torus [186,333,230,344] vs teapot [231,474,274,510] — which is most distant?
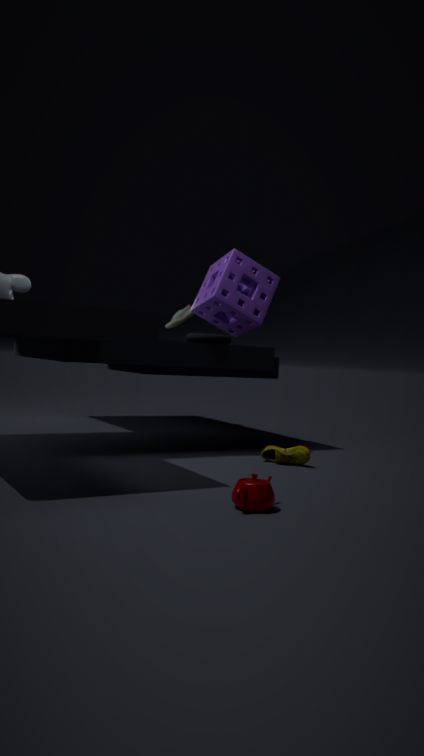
torus [186,333,230,344]
